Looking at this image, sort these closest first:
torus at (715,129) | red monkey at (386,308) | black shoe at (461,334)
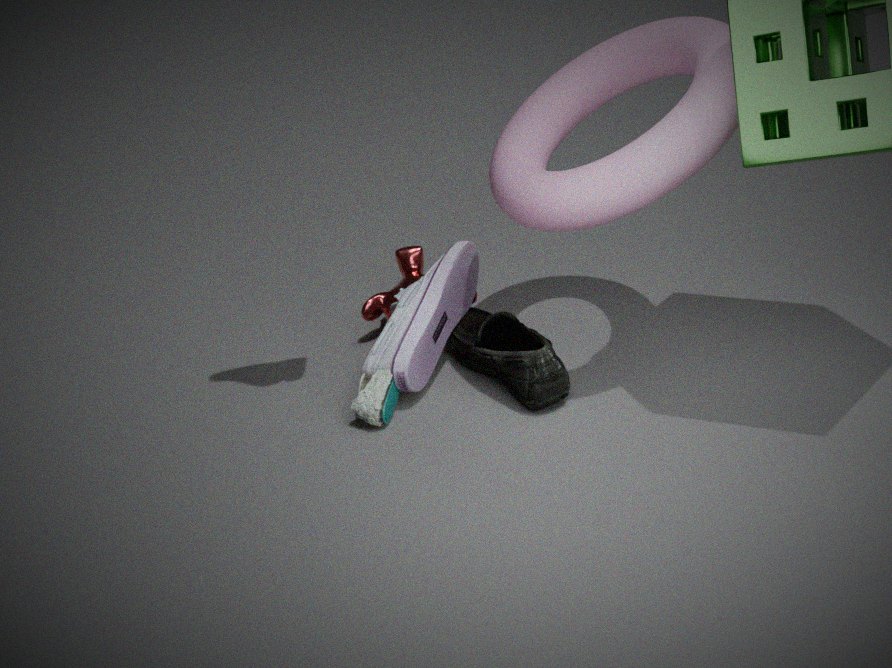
torus at (715,129) → black shoe at (461,334) → red monkey at (386,308)
